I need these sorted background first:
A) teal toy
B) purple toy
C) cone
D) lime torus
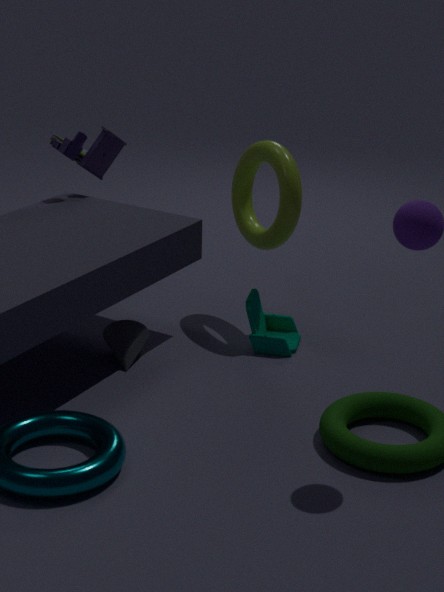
purple toy, teal toy, lime torus, cone
